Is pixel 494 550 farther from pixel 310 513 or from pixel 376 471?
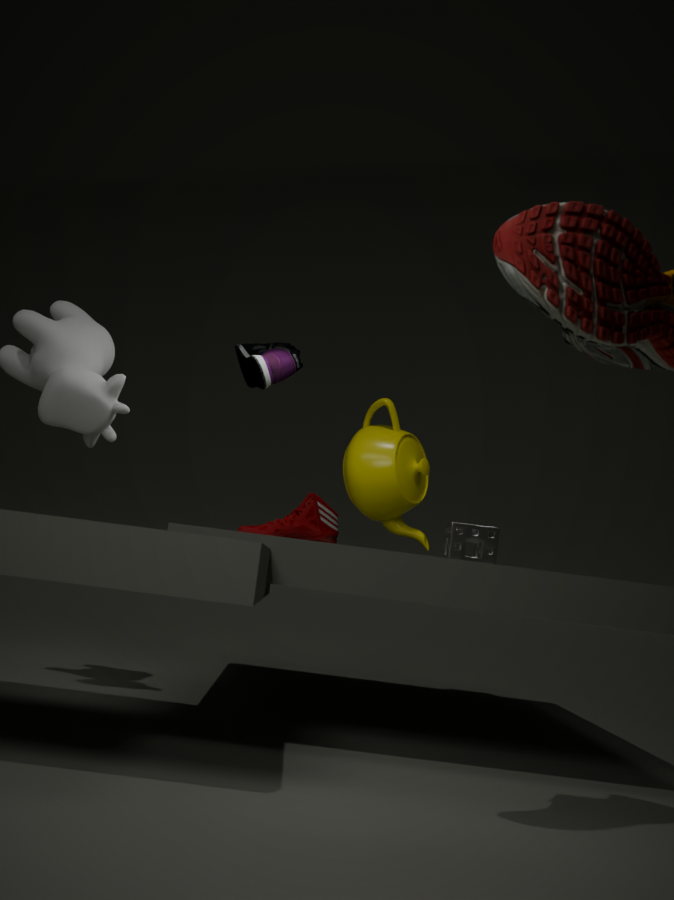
pixel 310 513
